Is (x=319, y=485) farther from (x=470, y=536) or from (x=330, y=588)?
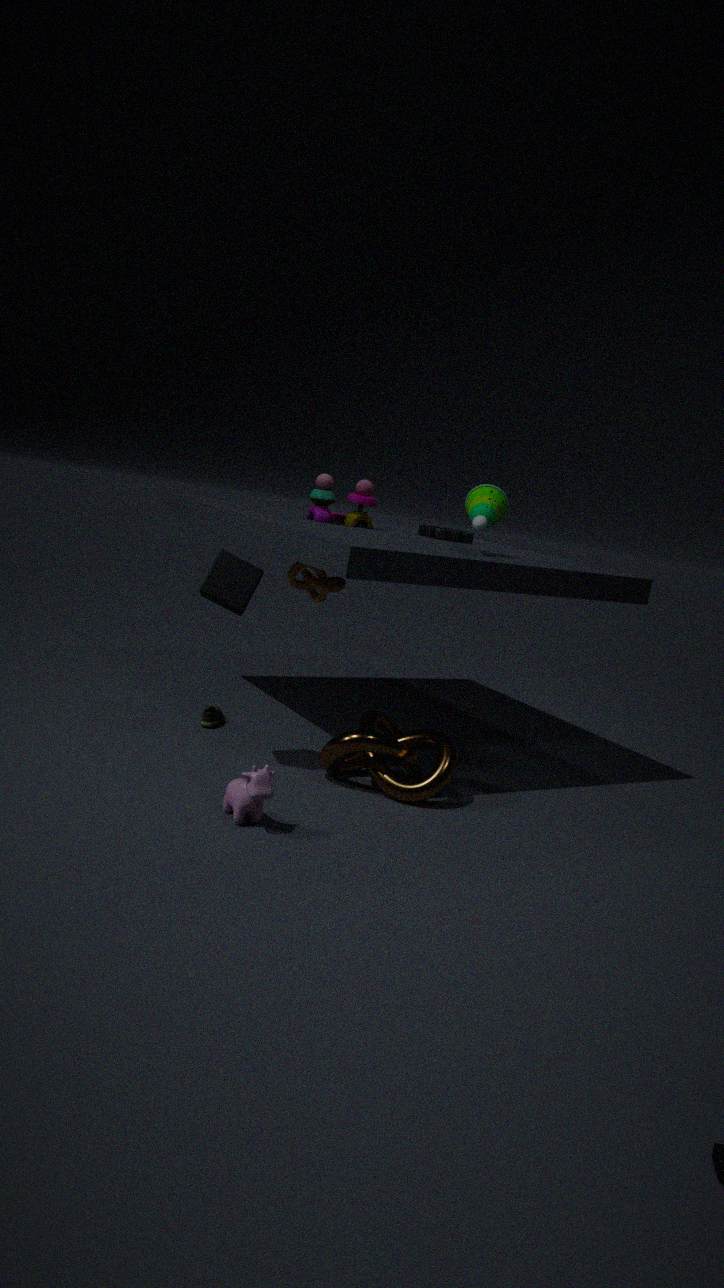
(x=470, y=536)
